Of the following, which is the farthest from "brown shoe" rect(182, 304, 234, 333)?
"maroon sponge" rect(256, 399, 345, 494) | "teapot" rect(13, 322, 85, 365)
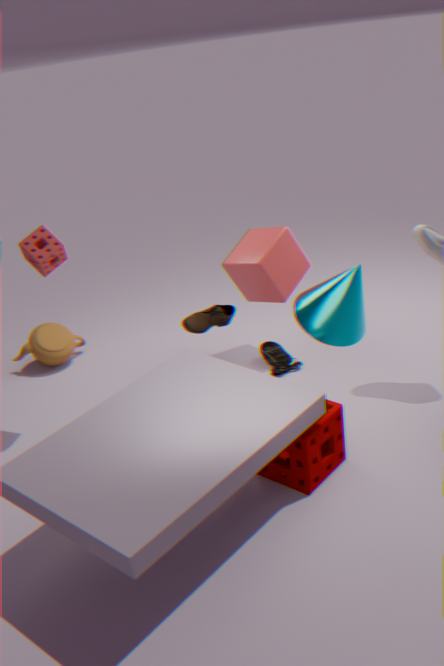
"teapot" rect(13, 322, 85, 365)
